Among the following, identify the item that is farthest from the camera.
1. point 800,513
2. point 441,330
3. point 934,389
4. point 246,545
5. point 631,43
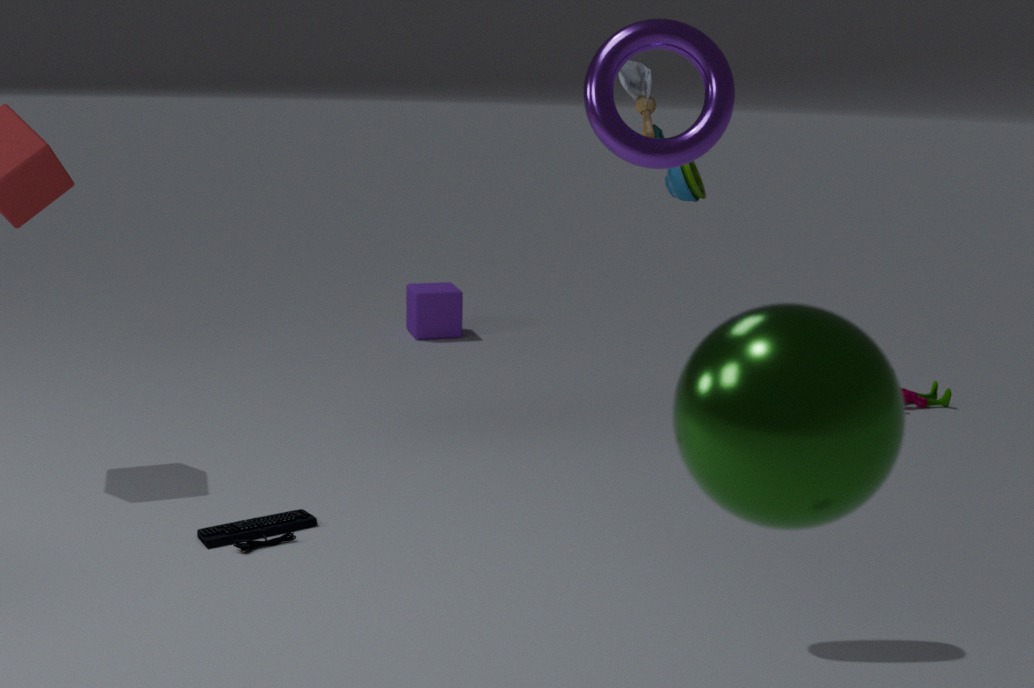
point 441,330
